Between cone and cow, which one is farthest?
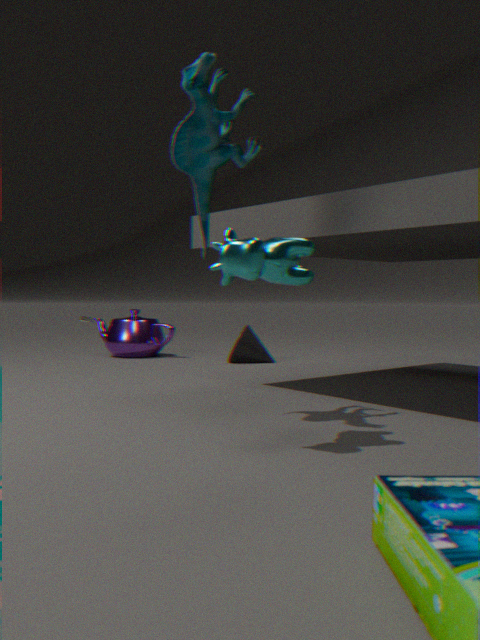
cone
